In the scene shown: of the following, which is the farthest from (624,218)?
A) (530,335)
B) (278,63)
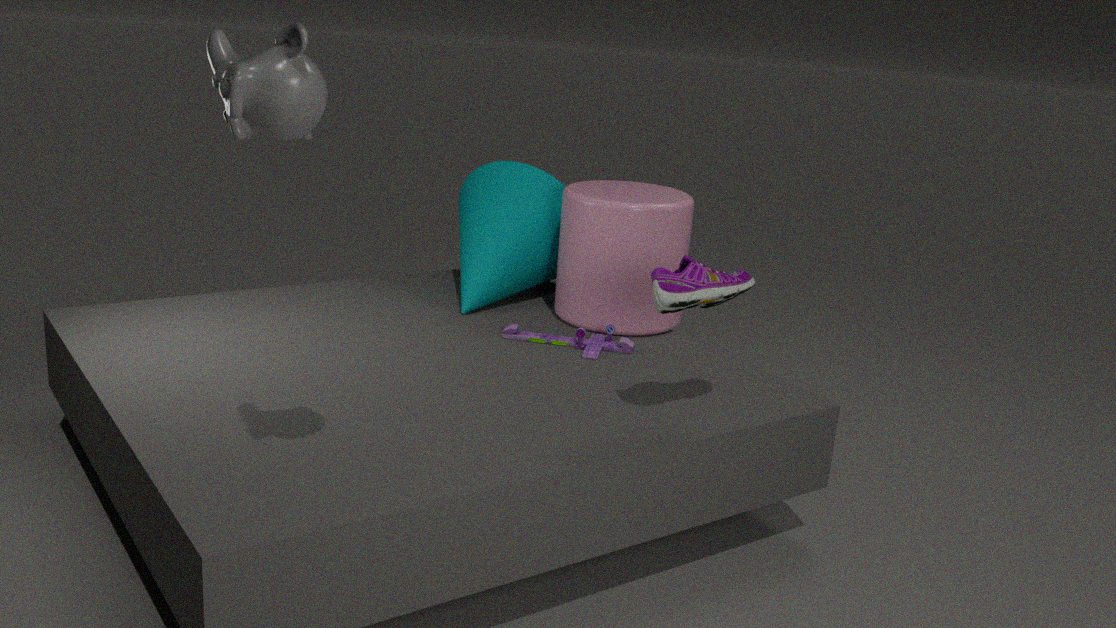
(278,63)
